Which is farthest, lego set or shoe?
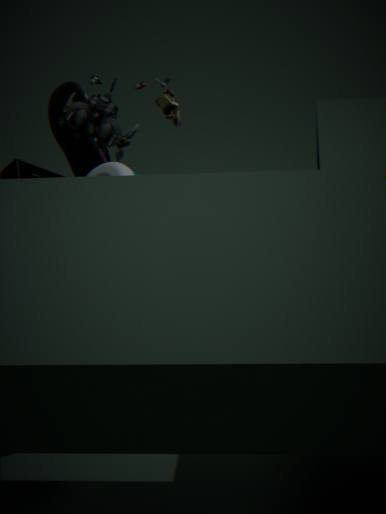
shoe
